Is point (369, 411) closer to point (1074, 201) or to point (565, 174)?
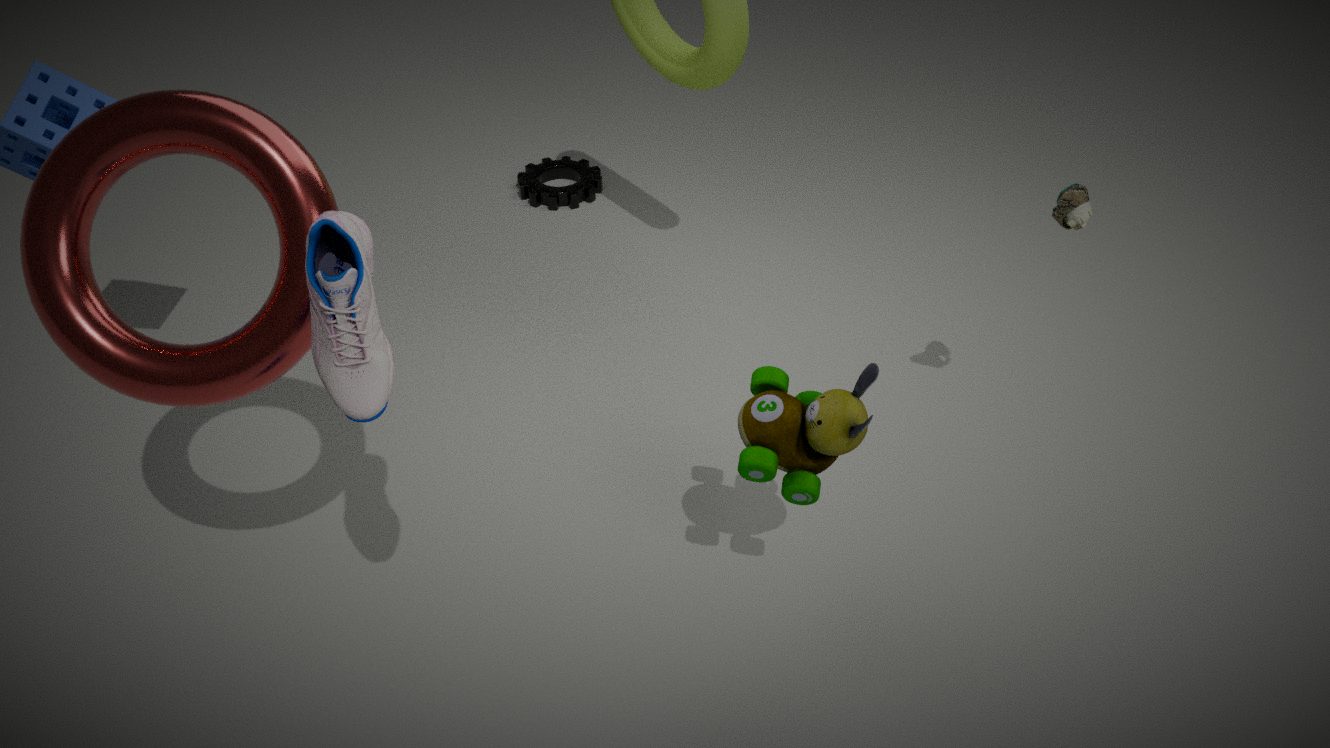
point (1074, 201)
